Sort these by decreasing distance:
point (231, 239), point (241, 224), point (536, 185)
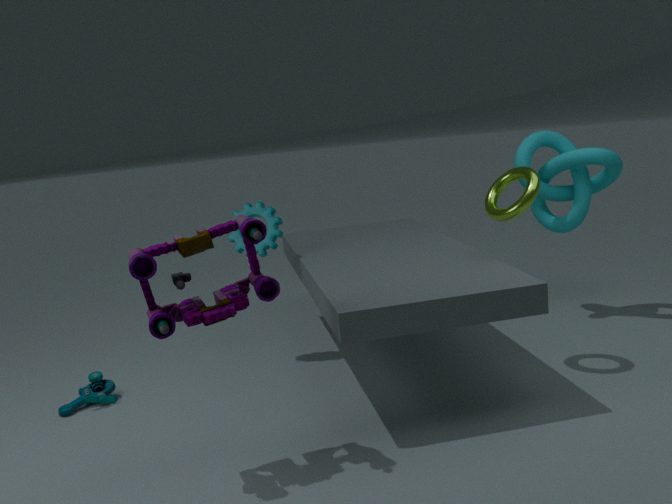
point (231, 239), point (536, 185), point (241, 224)
